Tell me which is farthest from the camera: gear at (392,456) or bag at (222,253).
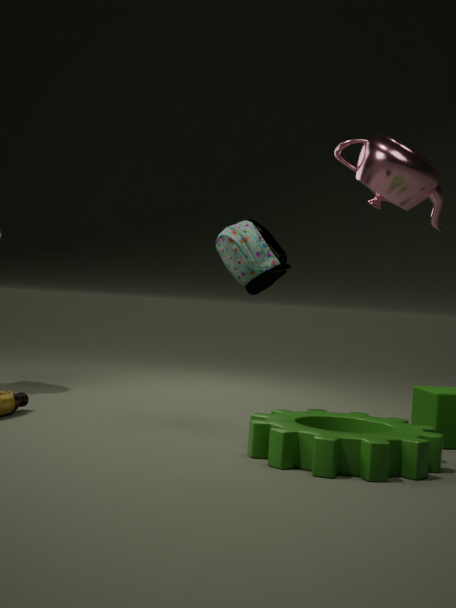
bag at (222,253)
